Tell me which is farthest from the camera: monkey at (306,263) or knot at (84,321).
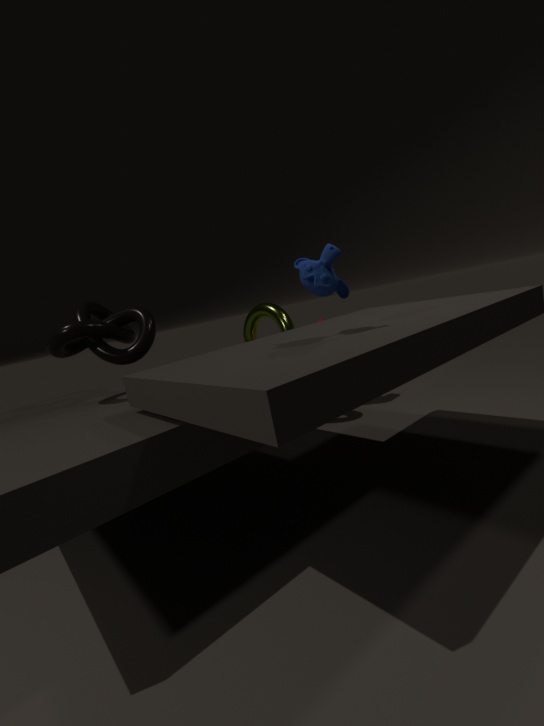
knot at (84,321)
